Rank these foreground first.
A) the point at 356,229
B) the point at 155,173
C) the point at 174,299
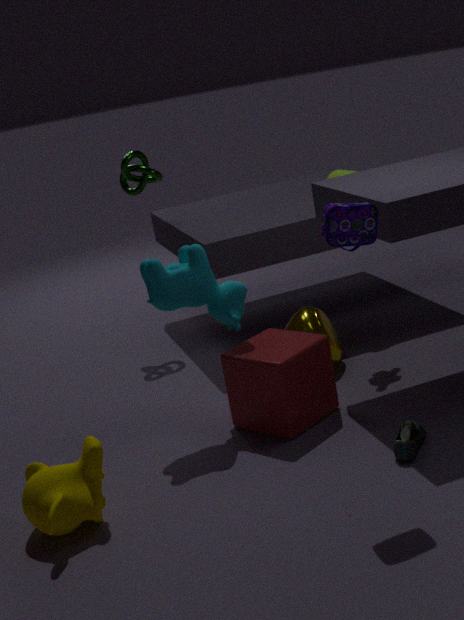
the point at 356,229, the point at 174,299, the point at 155,173
